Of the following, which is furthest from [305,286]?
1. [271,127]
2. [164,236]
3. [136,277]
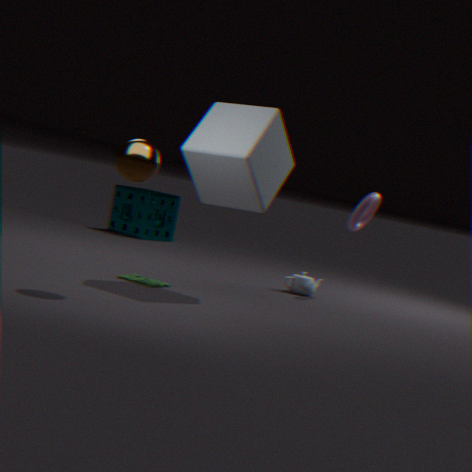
[164,236]
